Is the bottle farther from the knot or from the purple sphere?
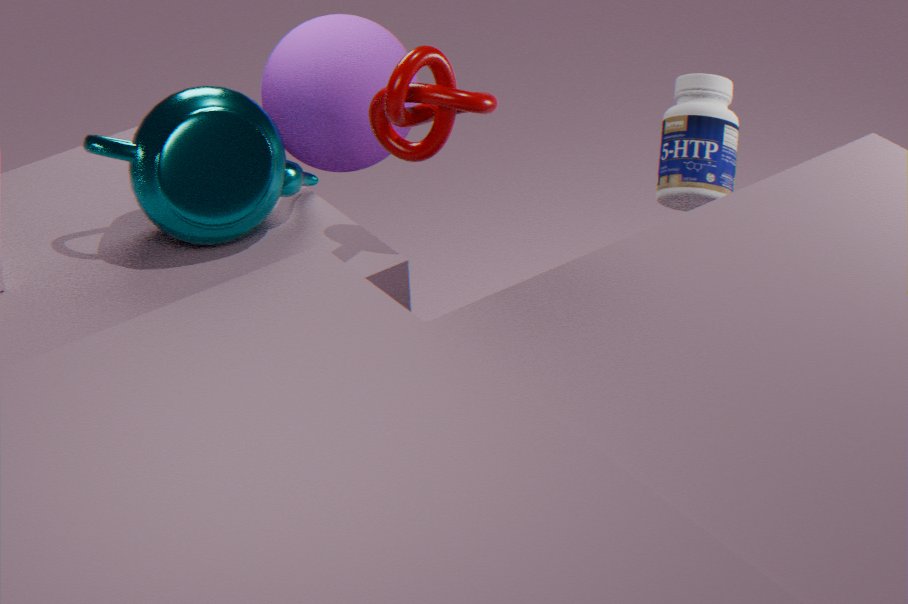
the purple sphere
